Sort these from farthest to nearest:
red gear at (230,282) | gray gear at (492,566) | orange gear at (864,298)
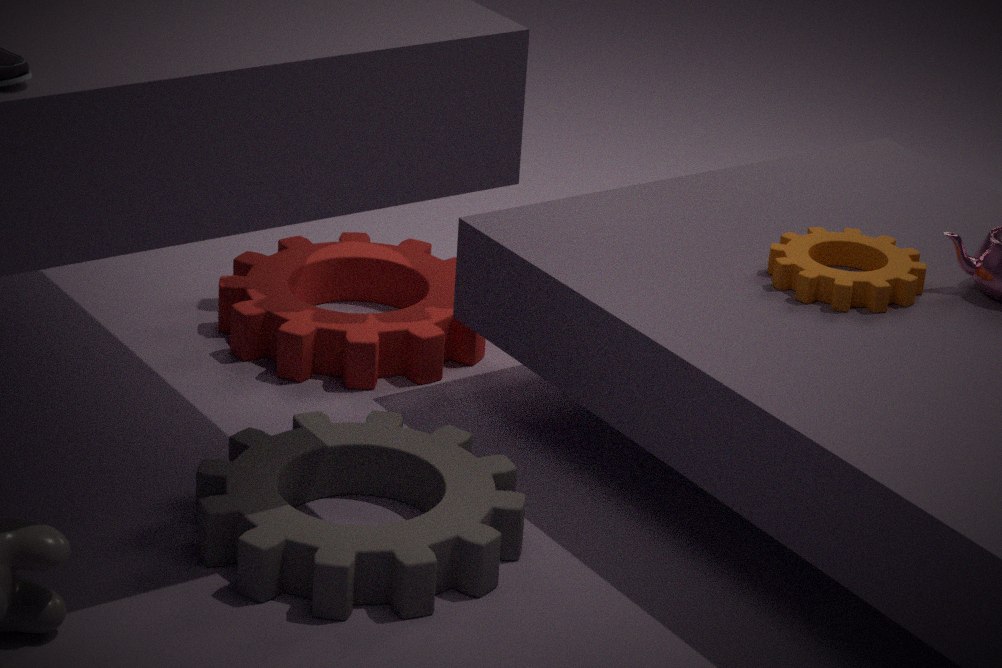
red gear at (230,282), orange gear at (864,298), gray gear at (492,566)
